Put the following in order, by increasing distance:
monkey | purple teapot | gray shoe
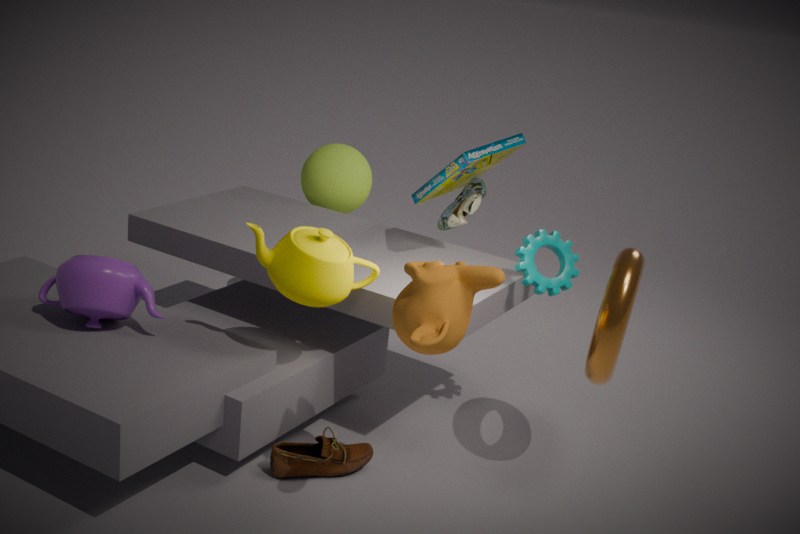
monkey → purple teapot → gray shoe
